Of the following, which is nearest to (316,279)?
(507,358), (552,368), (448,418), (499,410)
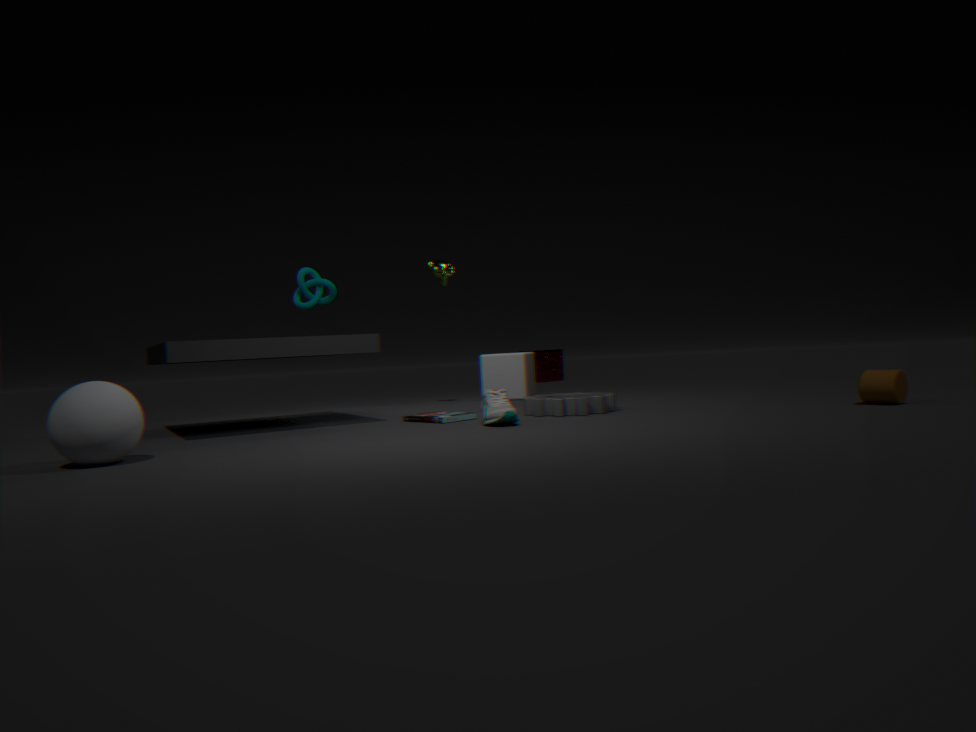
(448,418)
